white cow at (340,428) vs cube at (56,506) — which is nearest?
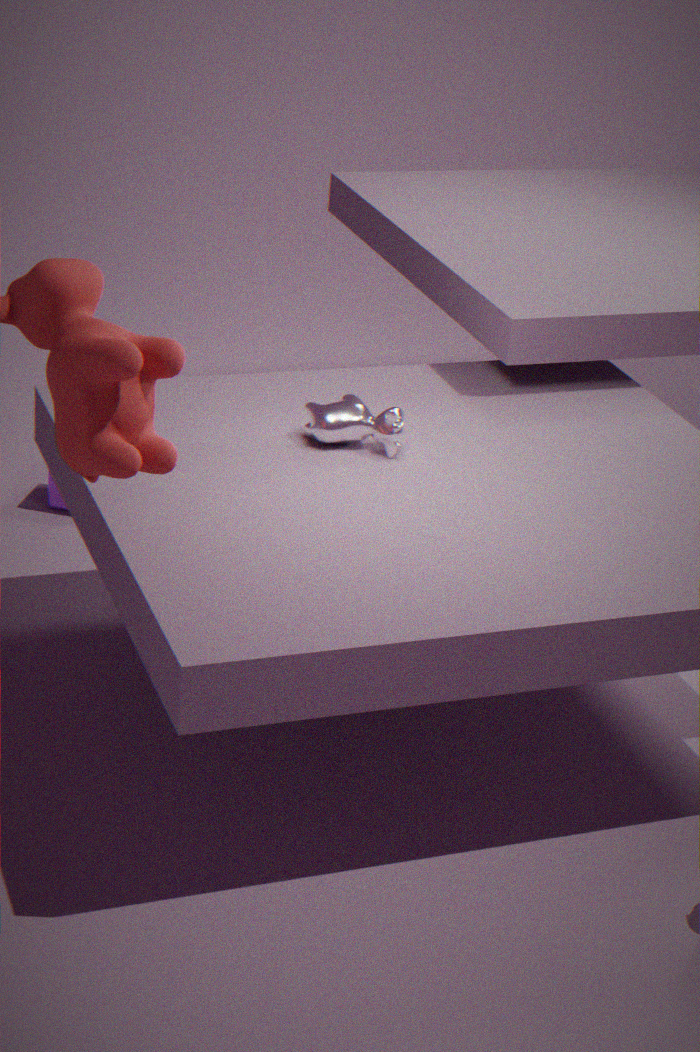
white cow at (340,428)
